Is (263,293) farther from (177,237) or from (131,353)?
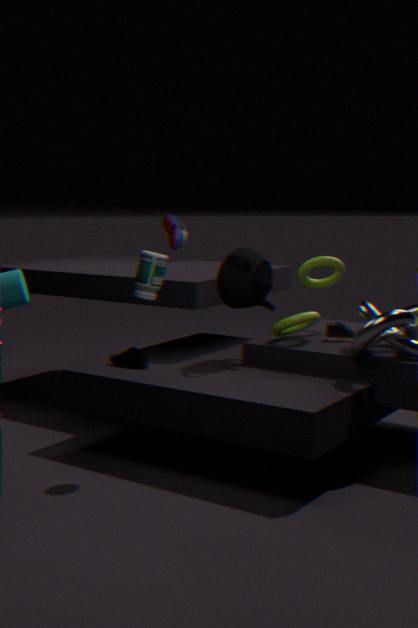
(177,237)
